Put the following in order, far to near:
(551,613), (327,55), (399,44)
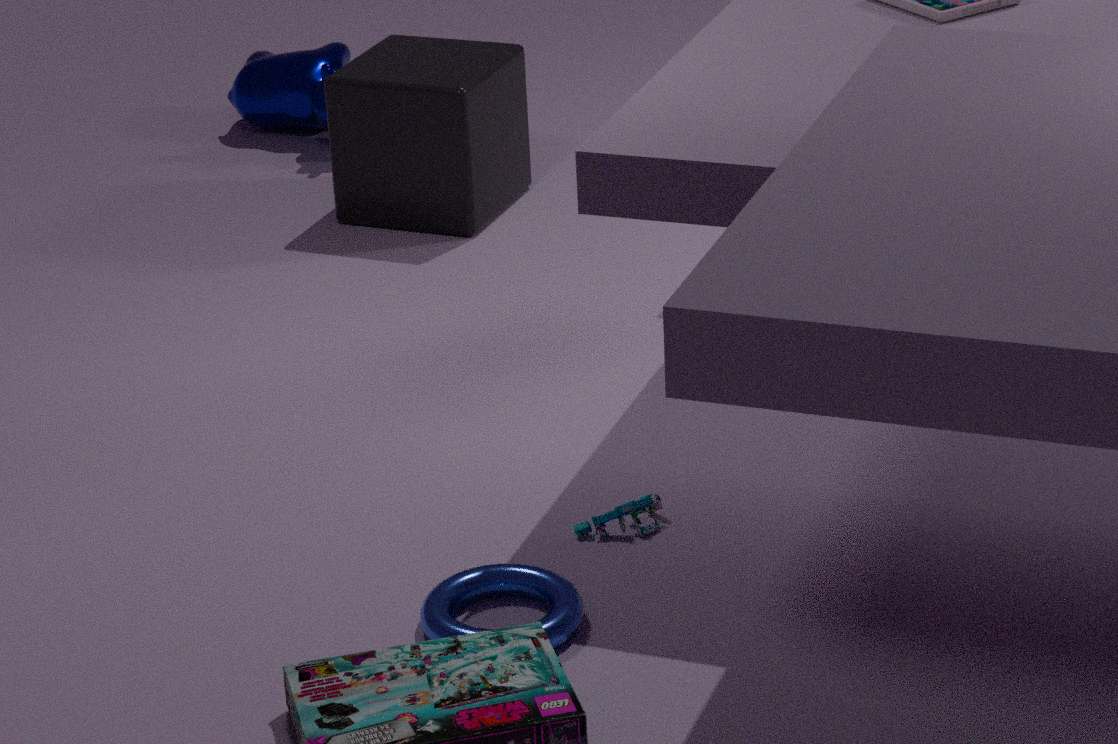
1. (327,55)
2. (399,44)
3. (551,613)
